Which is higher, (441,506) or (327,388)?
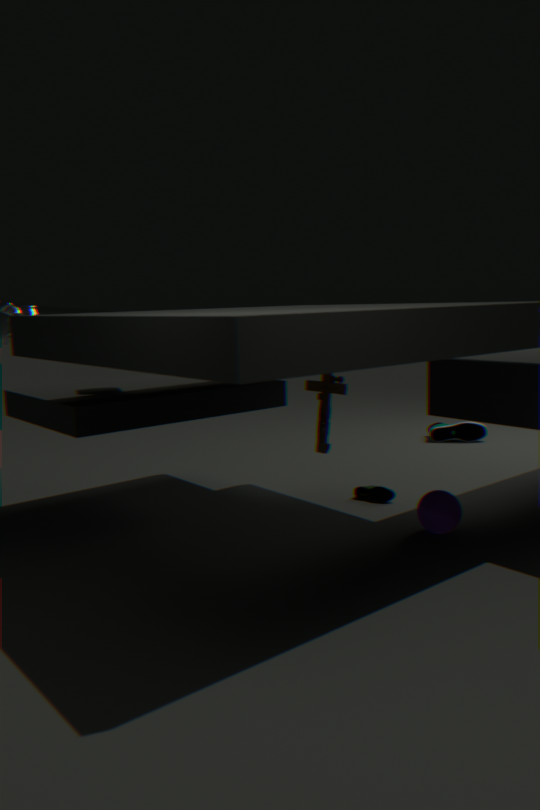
(327,388)
